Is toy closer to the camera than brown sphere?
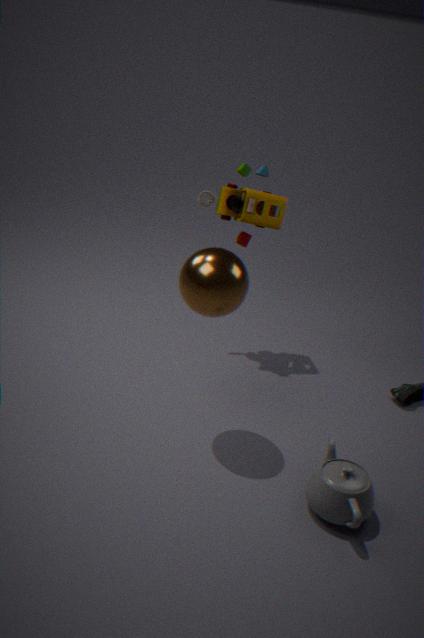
No
